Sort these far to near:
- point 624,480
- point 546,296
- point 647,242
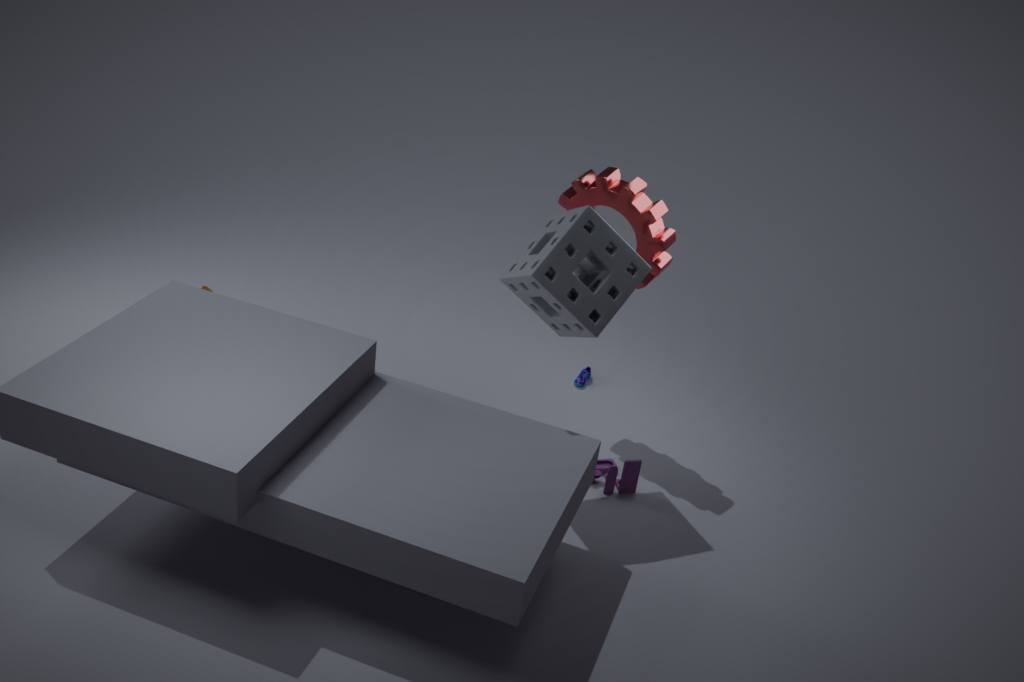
point 624,480
point 647,242
point 546,296
